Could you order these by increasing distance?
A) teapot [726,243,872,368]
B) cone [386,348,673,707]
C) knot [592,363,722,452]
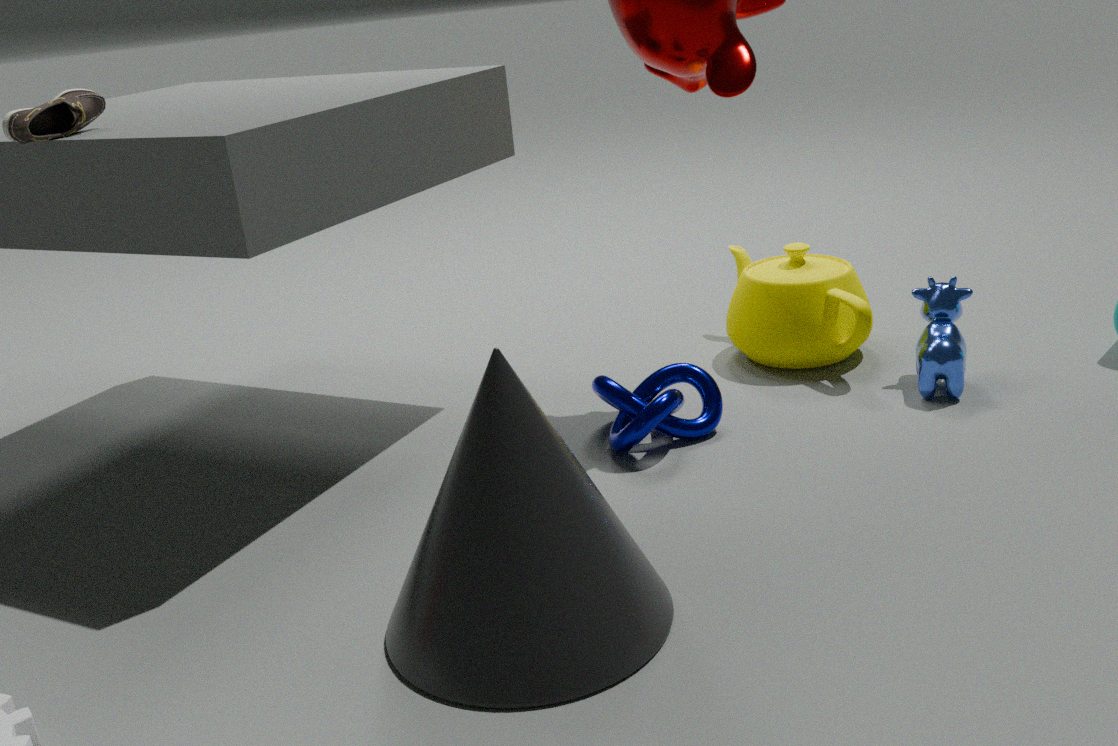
cone [386,348,673,707], knot [592,363,722,452], teapot [726,243,872,368]
